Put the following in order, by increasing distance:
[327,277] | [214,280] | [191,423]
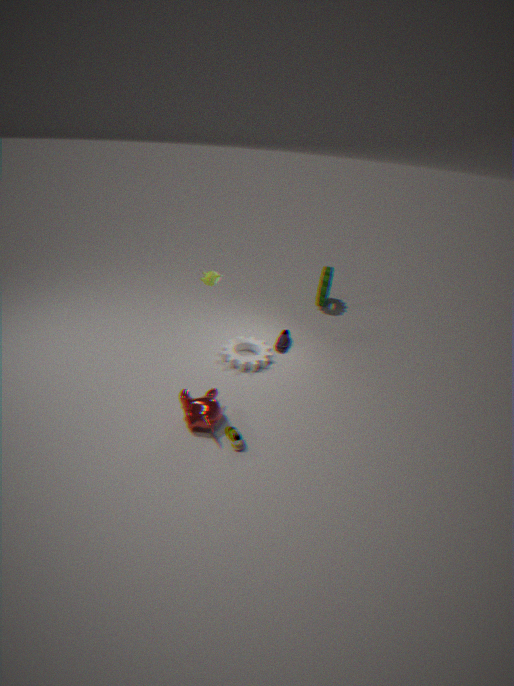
1. [191,423]
2. [214,280]
3. [327,277]
